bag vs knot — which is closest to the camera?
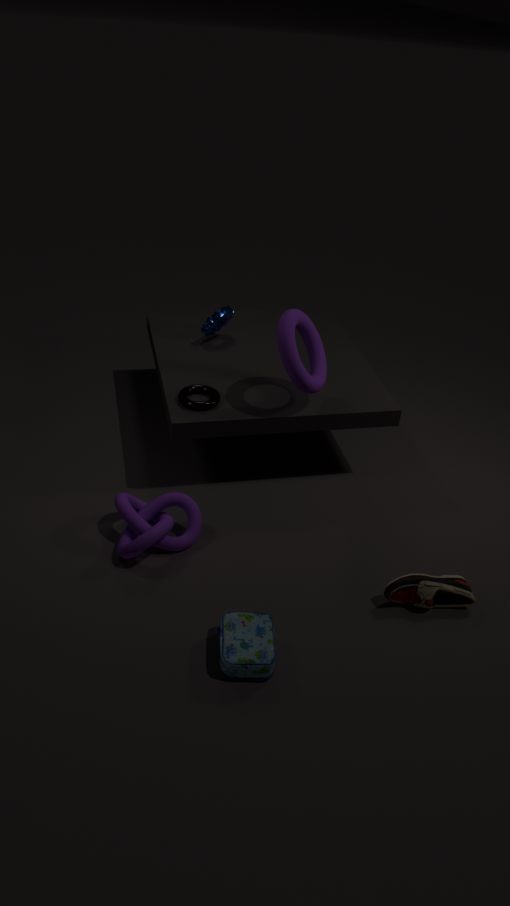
bag
